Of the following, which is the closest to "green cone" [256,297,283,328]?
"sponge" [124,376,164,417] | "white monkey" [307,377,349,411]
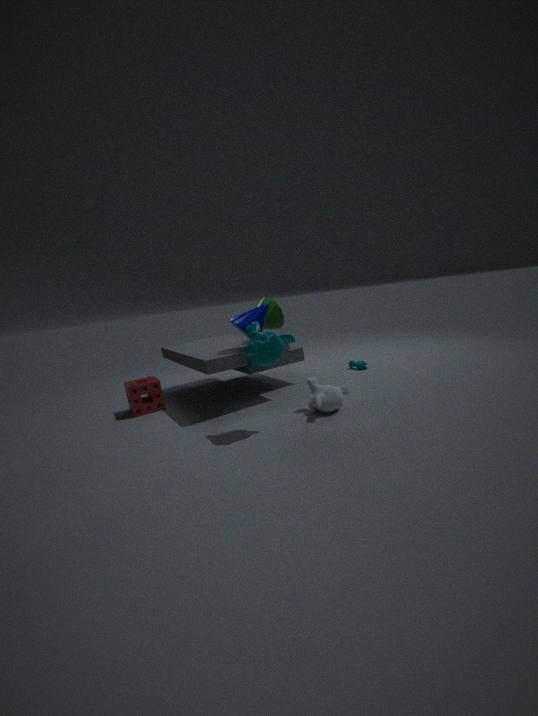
"white monkey" [307,377,349,411]
